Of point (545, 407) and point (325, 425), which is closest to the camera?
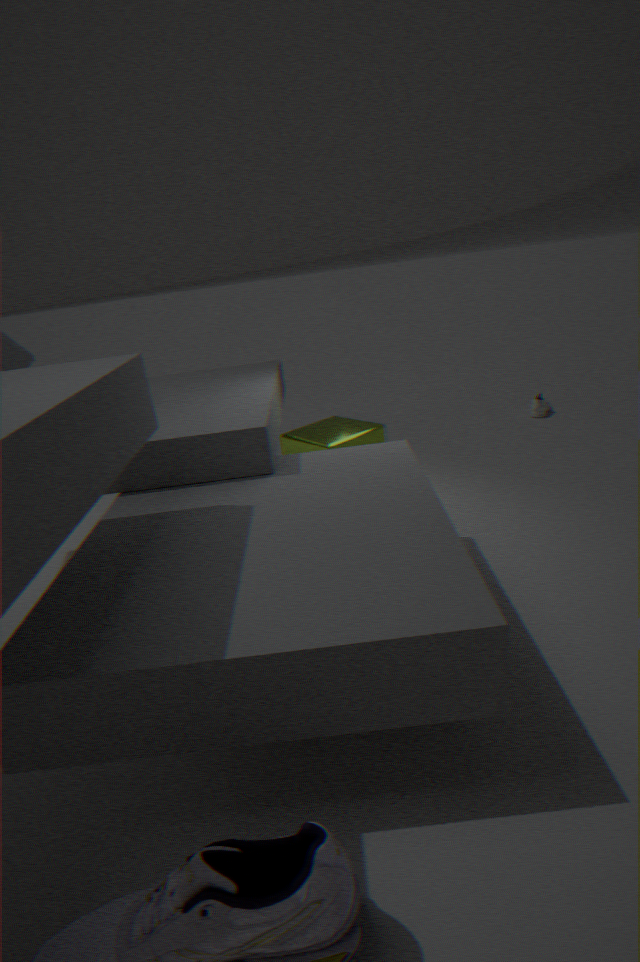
point (325, 425)
